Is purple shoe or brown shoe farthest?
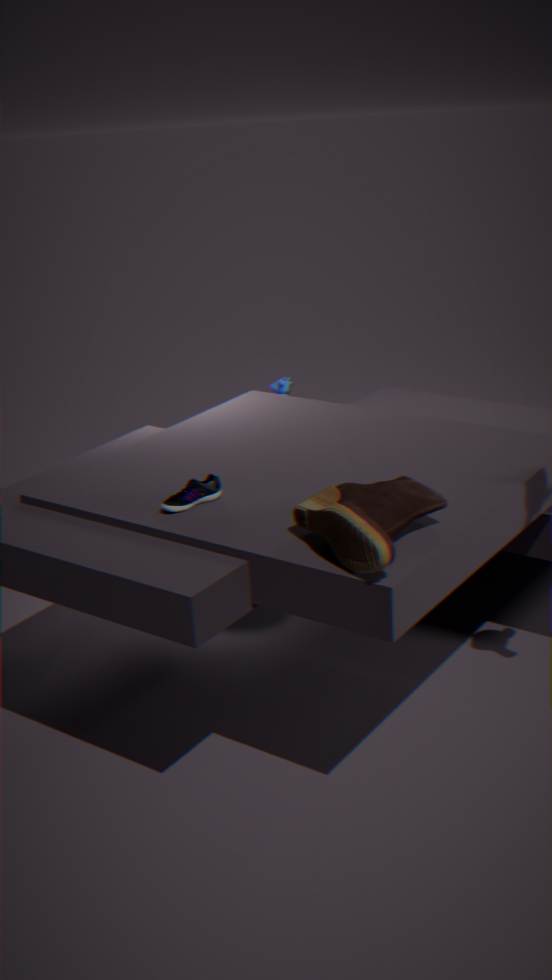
purple shoe
